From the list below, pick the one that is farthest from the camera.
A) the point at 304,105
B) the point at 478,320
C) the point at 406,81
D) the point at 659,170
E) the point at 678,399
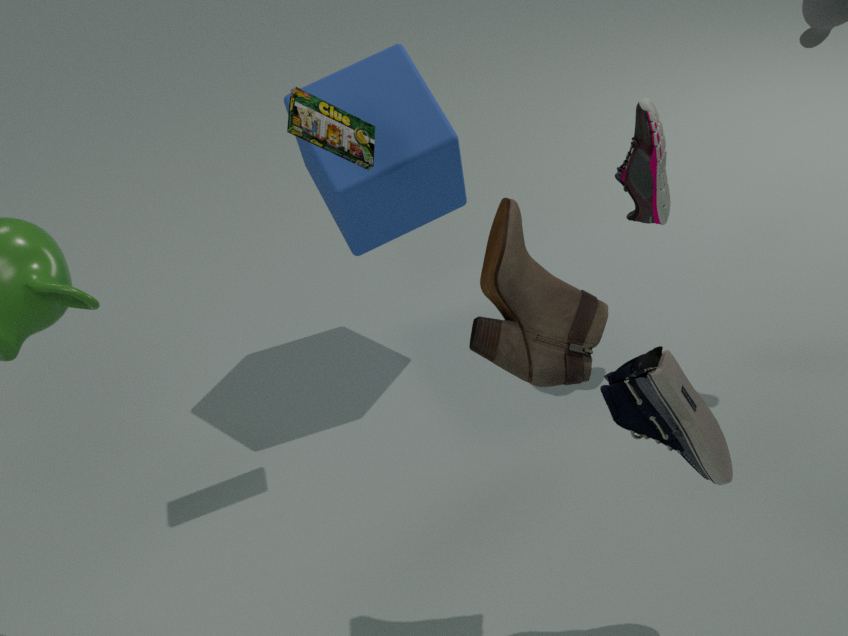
the point at 406,81
